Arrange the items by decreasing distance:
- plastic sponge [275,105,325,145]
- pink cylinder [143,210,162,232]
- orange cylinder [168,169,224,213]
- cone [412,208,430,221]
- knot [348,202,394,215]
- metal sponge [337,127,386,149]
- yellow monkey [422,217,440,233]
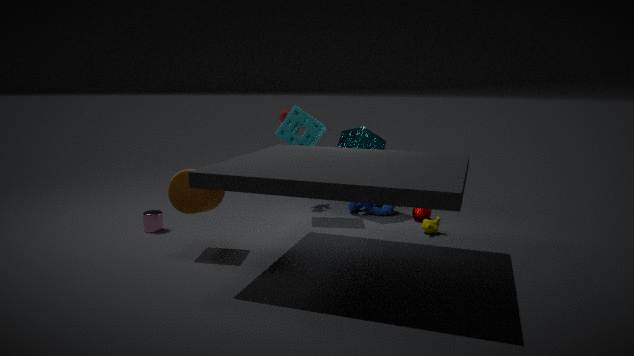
knot [348,202,394,215]
metal sponge [337,127,386,149]
cone [412,208,430,221]
plastic sponge [275,105,325,145]
yellow monkey [422,217,440,233]
pink cylinder [143,210,162,232]
orange cylinder [168,169,224,213]
